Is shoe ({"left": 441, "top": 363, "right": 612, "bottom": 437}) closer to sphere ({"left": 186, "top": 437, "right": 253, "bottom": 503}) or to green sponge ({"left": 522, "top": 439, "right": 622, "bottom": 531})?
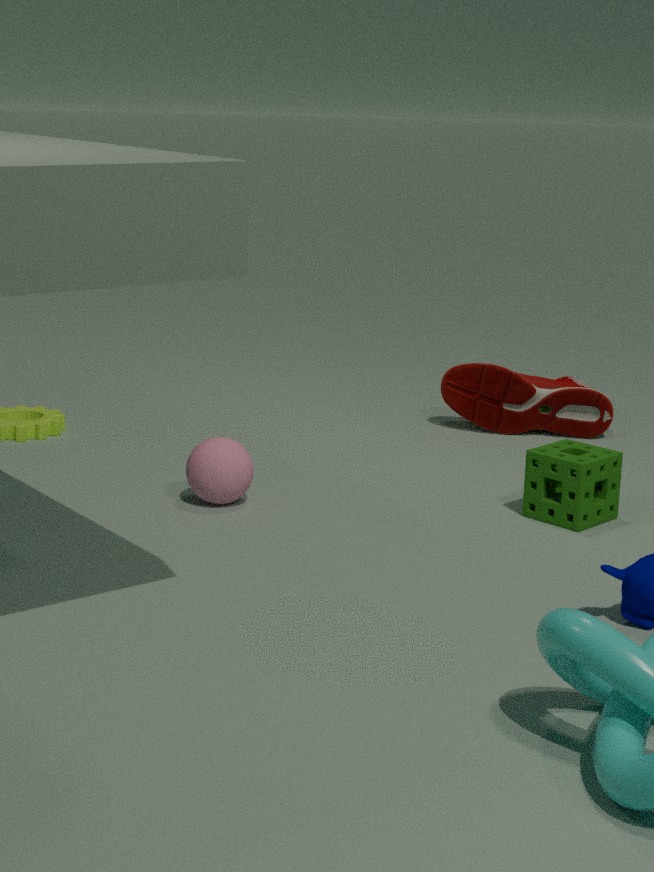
green sponge ({"left": 522, "top": 439, "right": 622, "bottom": 531})
